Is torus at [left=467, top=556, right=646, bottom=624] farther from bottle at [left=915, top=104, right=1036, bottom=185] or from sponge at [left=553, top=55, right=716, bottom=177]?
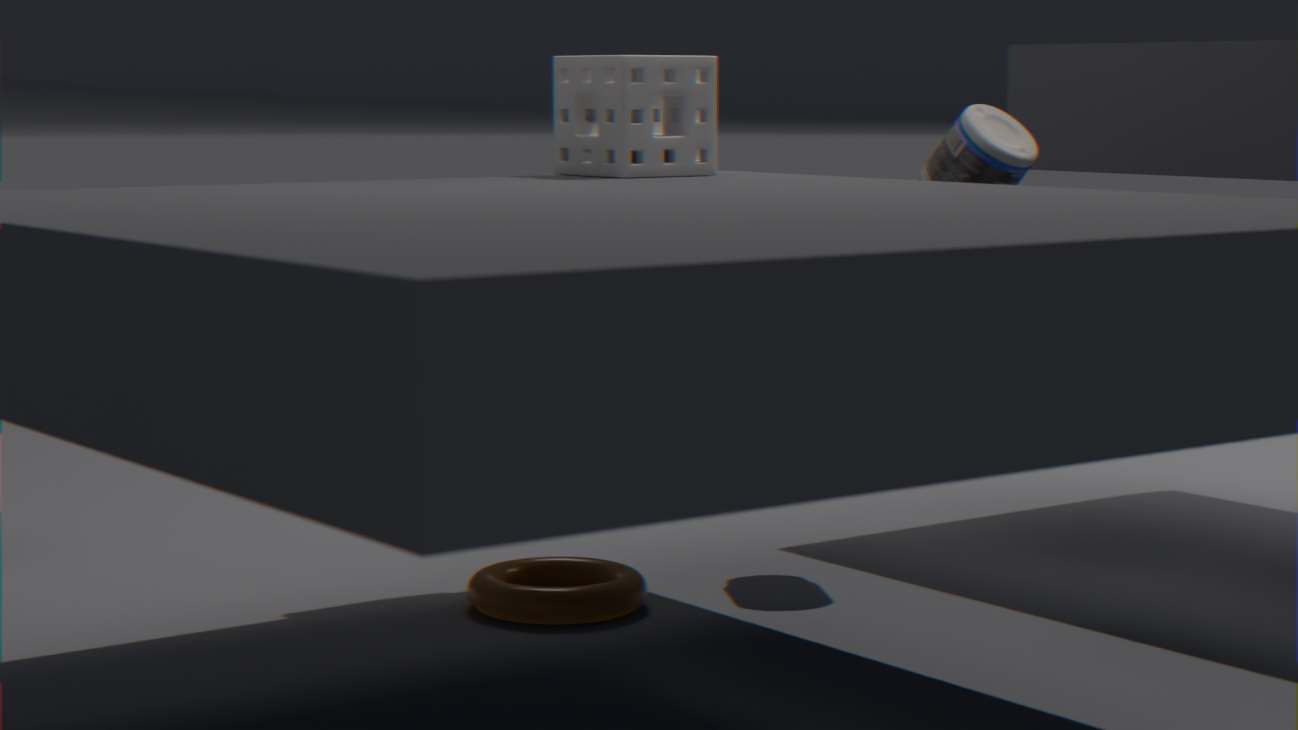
bottle at [left=915, top=104, right=1036, bottom=185]
